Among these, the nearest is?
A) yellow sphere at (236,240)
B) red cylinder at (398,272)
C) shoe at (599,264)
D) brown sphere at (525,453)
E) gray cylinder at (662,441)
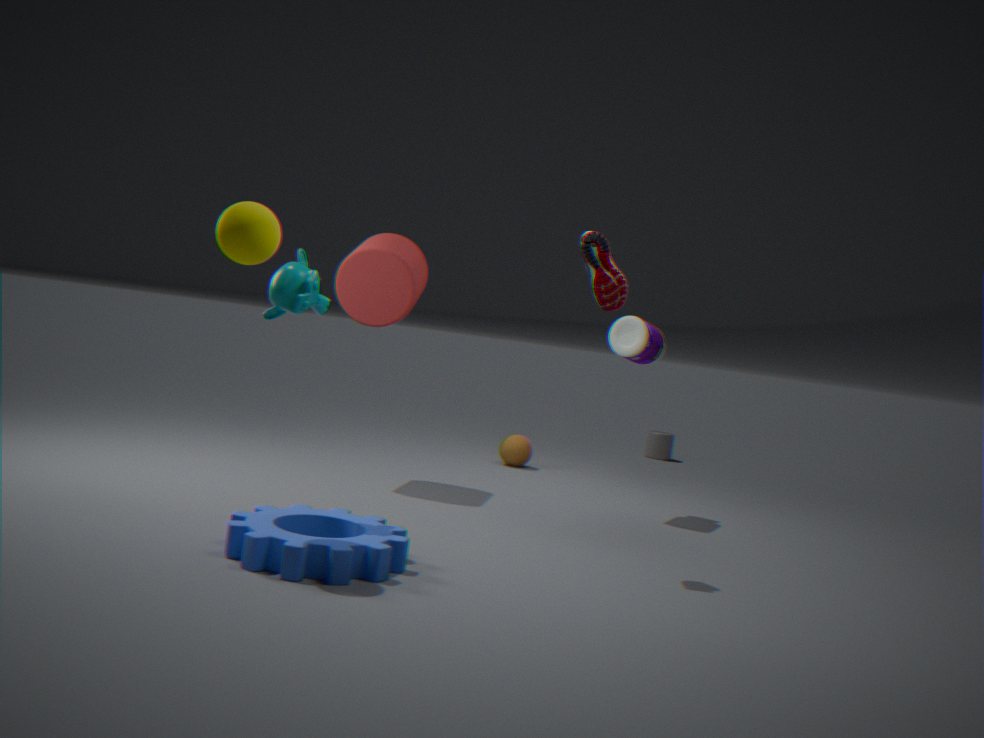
A. yellow sphere at (236,240)
